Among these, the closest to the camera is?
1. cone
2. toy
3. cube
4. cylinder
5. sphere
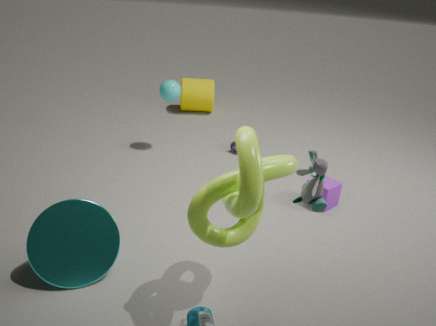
toy
